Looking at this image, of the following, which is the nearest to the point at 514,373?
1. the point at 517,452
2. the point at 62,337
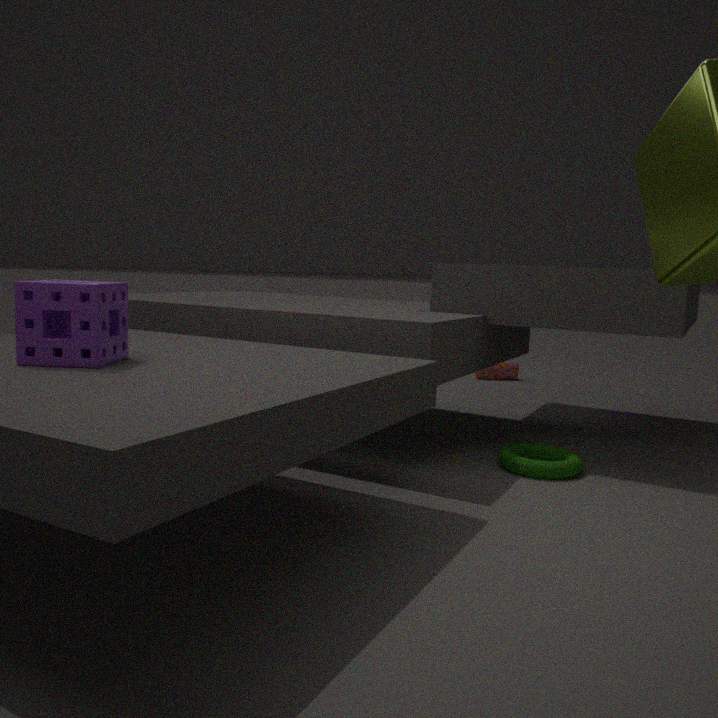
the point at 517,452
